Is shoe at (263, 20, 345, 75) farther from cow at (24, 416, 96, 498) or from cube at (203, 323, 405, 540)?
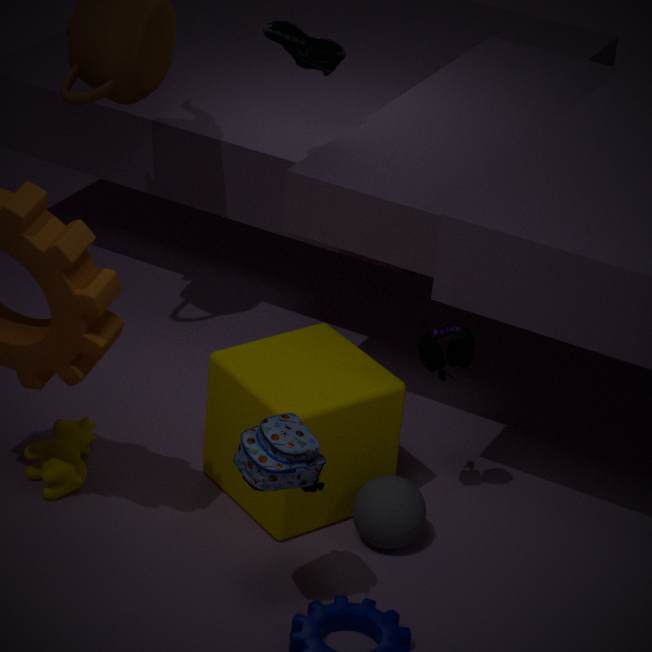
cow at (24, 416, 96, 498)
